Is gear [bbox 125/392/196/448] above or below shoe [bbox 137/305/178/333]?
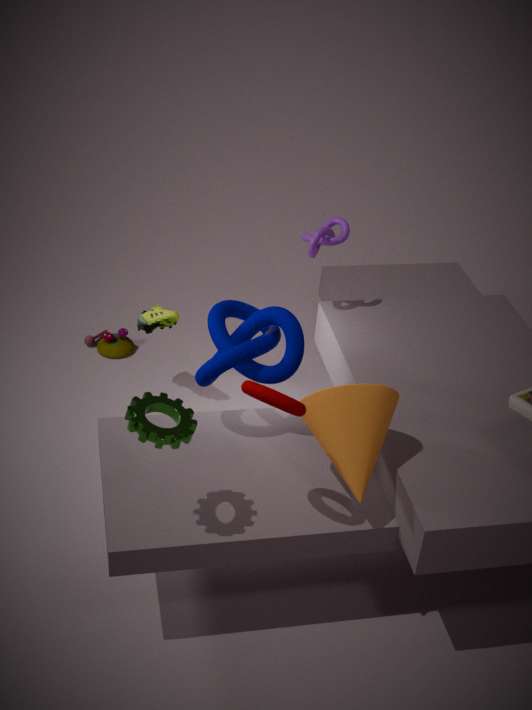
above
